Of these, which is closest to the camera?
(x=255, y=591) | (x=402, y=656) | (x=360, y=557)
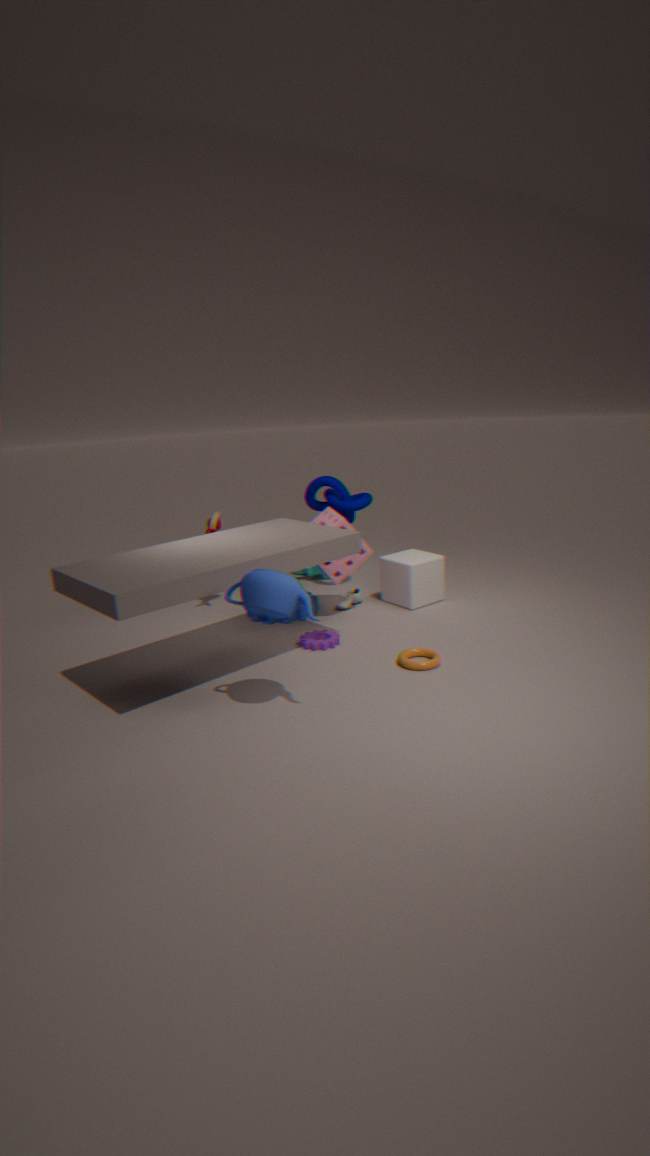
(x=255, y=591)
